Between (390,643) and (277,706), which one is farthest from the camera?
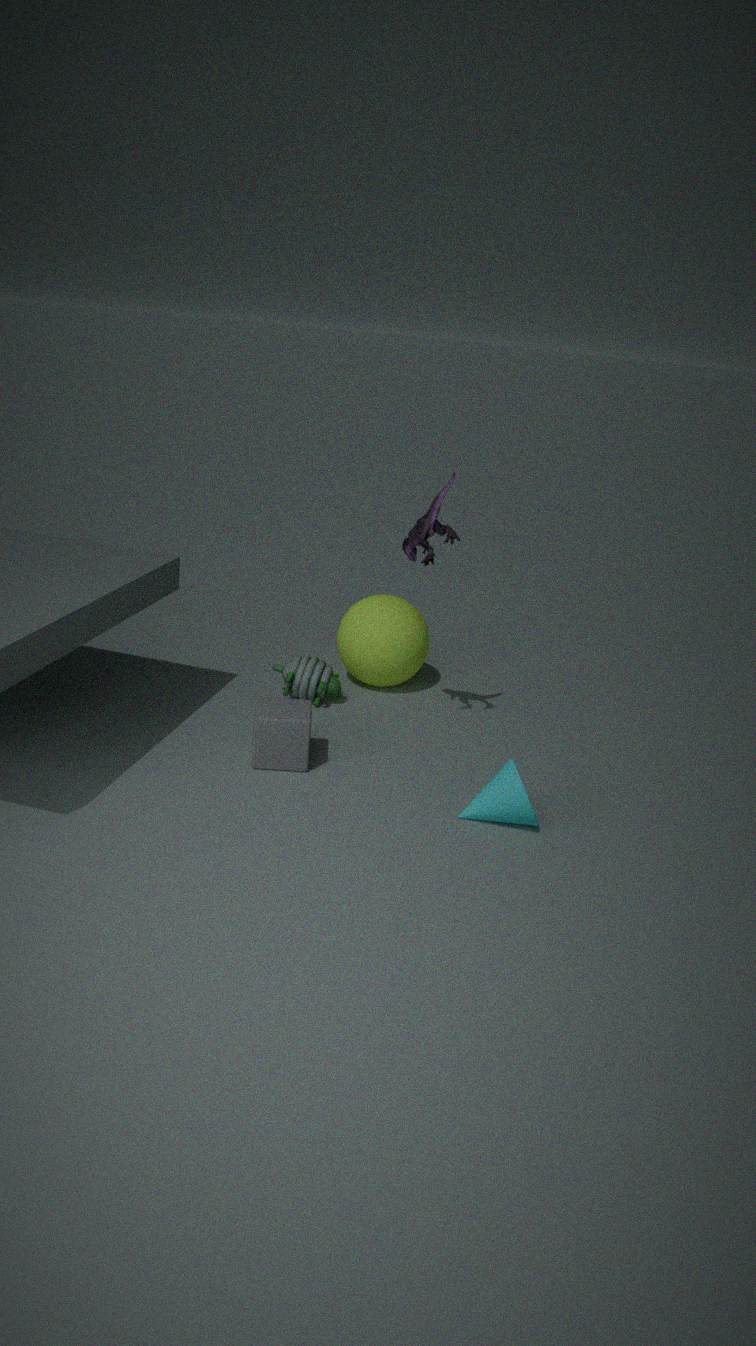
(390,643)
